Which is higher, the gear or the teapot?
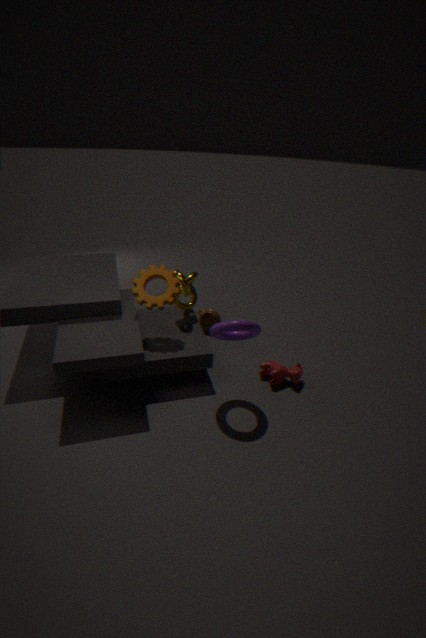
the gear
